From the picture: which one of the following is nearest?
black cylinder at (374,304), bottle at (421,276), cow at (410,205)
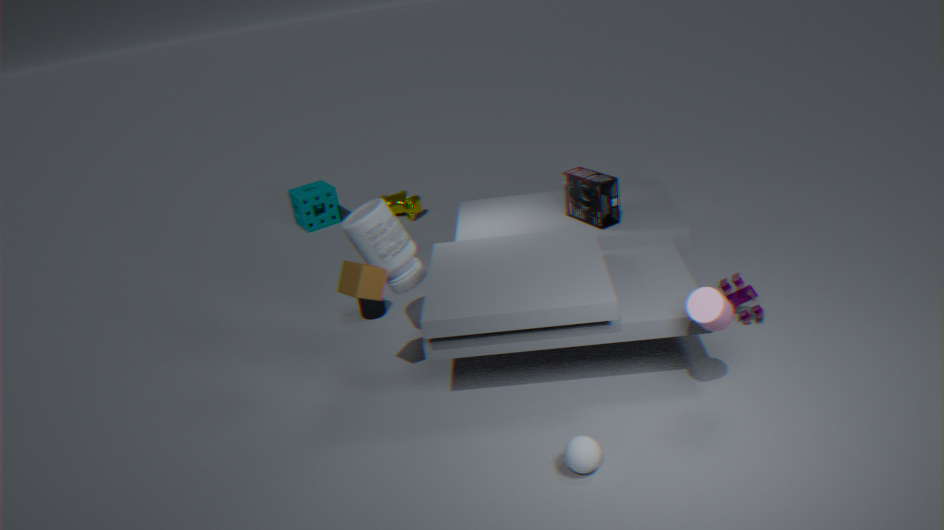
bottle at (421,276)
